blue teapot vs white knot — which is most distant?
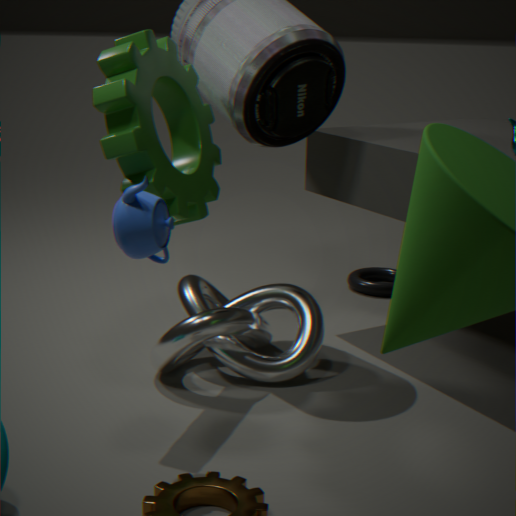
white knot
